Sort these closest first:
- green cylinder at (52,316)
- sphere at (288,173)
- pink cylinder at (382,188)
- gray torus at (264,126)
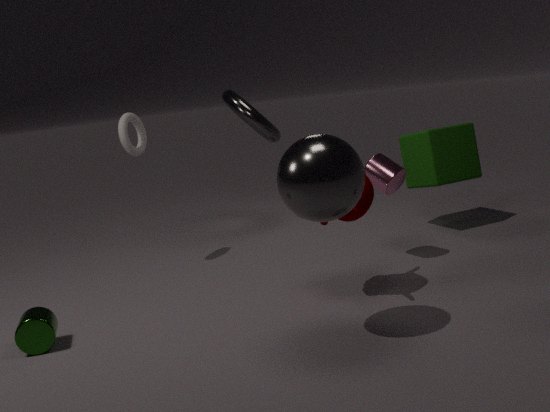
sphere at (288,173), green cylinder at (52,316), pink cylinder at (382,188), gray torus at (264,126)
